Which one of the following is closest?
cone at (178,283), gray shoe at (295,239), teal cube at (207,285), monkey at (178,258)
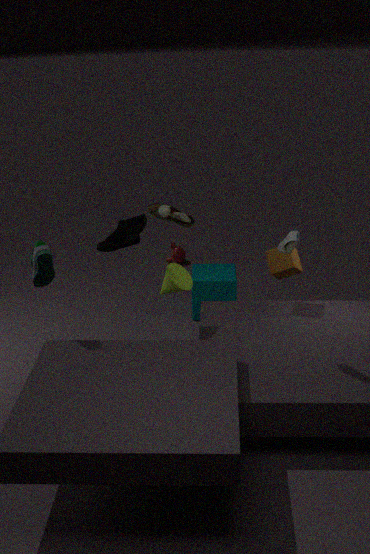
gray shoe at (295,239)
